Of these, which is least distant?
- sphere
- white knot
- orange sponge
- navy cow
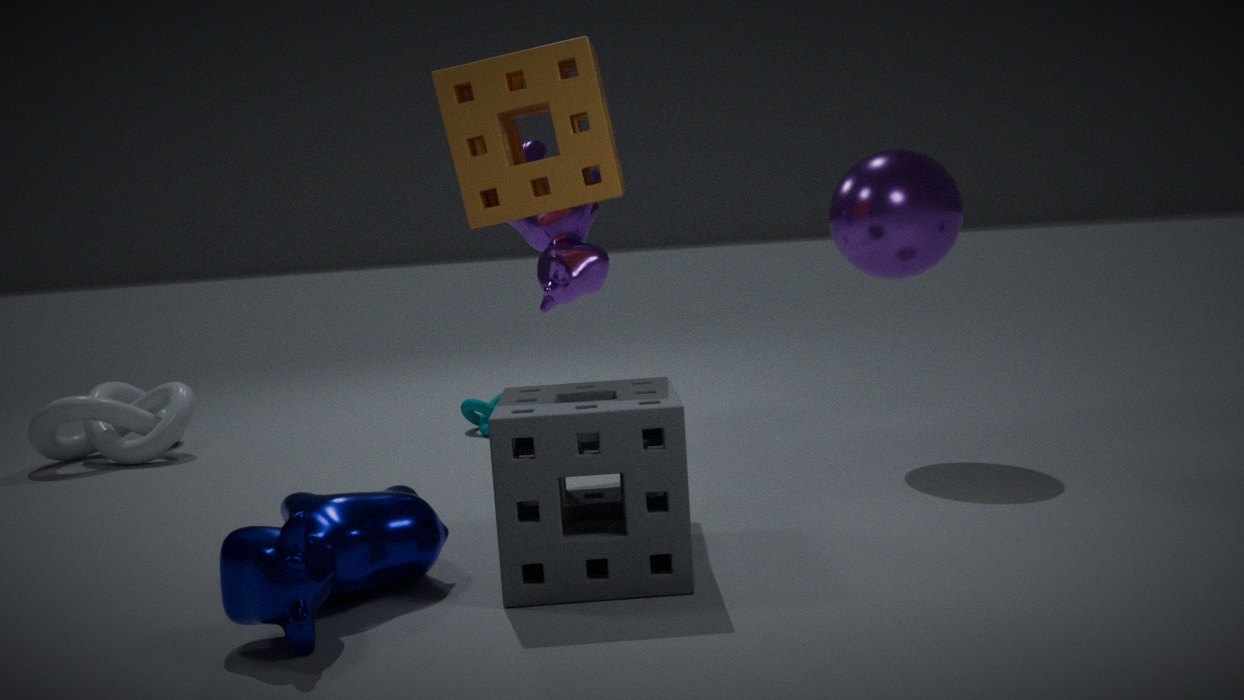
navy cow
